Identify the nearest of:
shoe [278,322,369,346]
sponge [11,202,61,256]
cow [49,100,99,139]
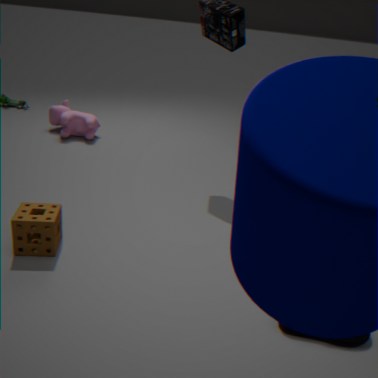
shoe [278,322,369,346]
